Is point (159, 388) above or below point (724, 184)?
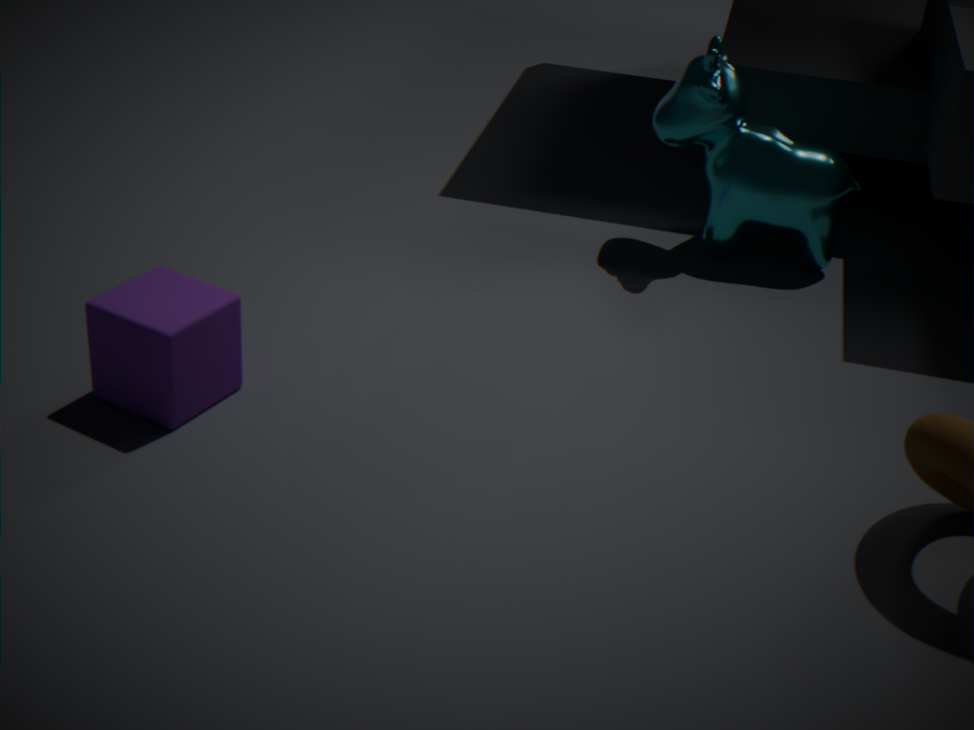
below
